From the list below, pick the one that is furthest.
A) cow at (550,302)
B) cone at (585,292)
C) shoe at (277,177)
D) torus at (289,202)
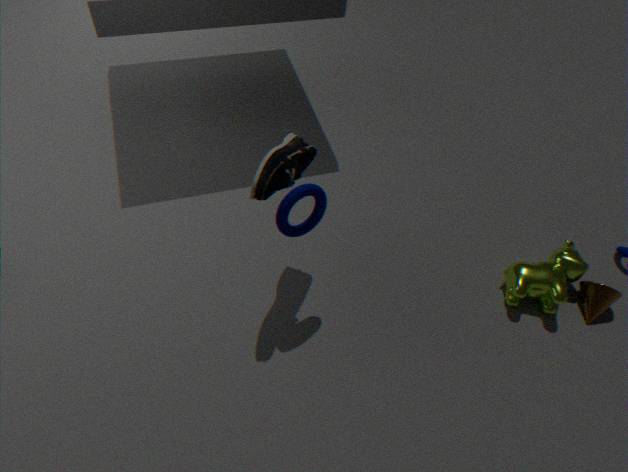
cone at (585,292)
